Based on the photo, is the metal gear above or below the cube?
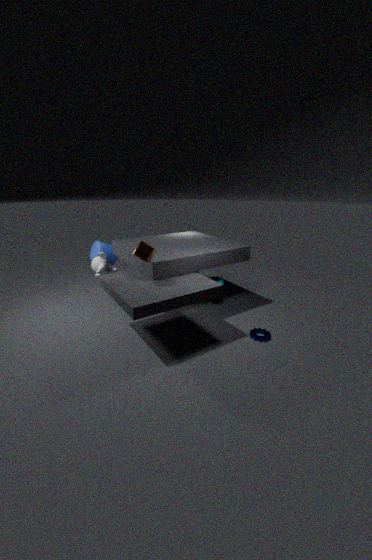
below
